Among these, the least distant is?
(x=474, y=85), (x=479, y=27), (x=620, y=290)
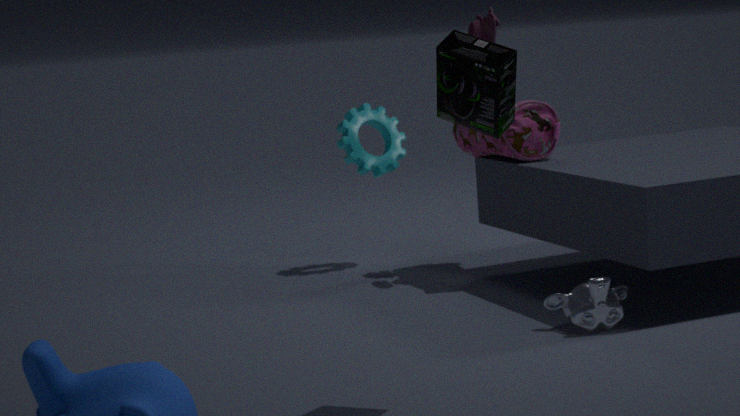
(x=474, y=85)
